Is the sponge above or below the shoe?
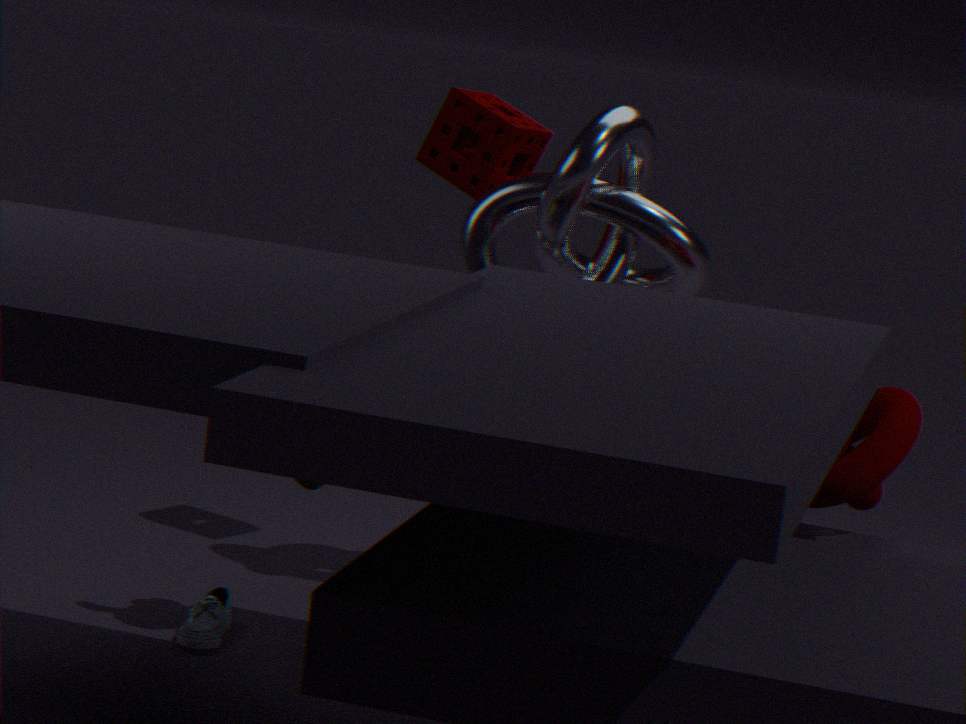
above
